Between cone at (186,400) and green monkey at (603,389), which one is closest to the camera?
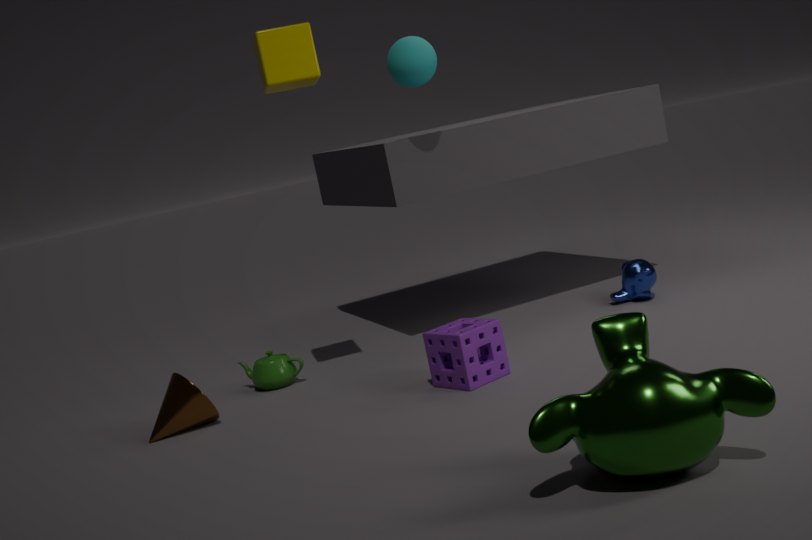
green monkey at (603,389)
